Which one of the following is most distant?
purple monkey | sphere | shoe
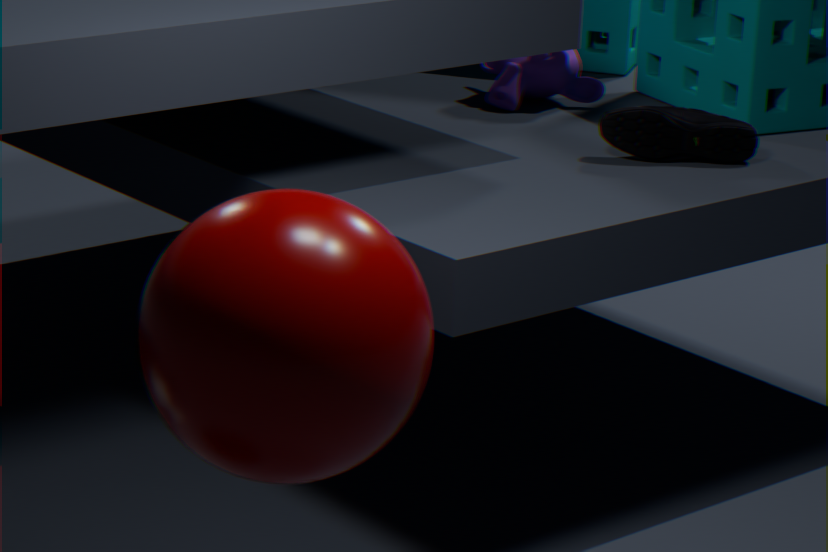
purple monkey
